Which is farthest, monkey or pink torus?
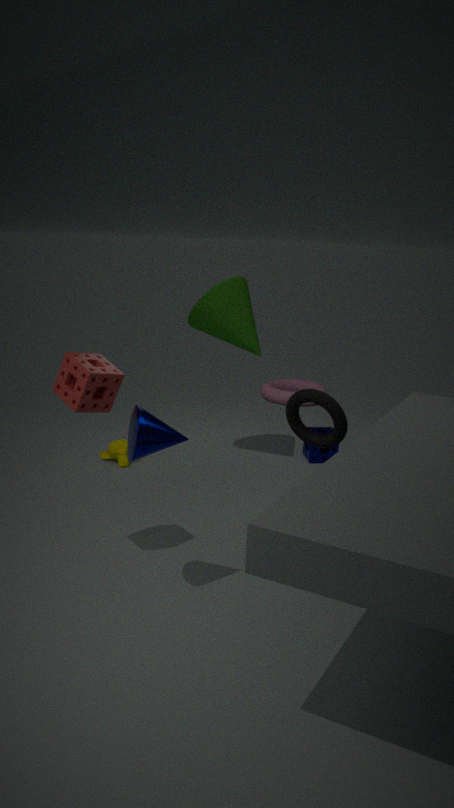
pink torus
